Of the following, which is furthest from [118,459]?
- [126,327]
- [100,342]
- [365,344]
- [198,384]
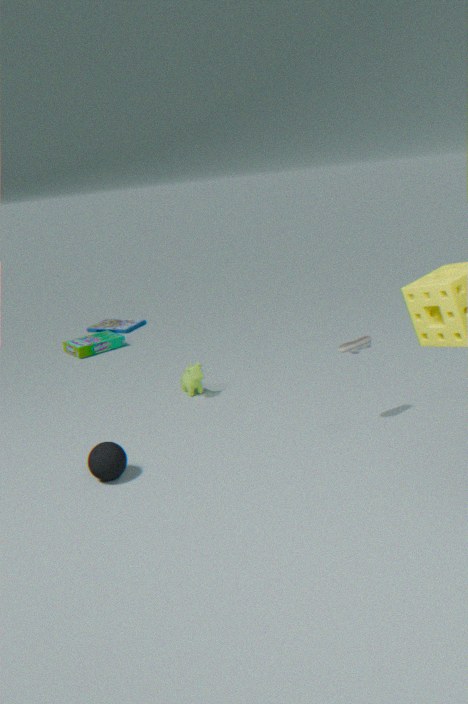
[126,327]
